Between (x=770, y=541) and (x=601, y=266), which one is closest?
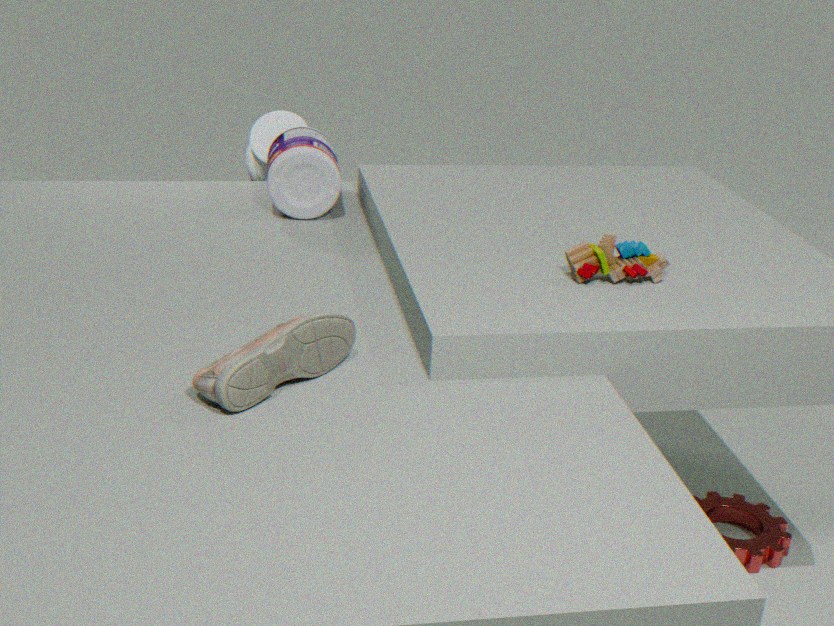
(x=601, y=266)
